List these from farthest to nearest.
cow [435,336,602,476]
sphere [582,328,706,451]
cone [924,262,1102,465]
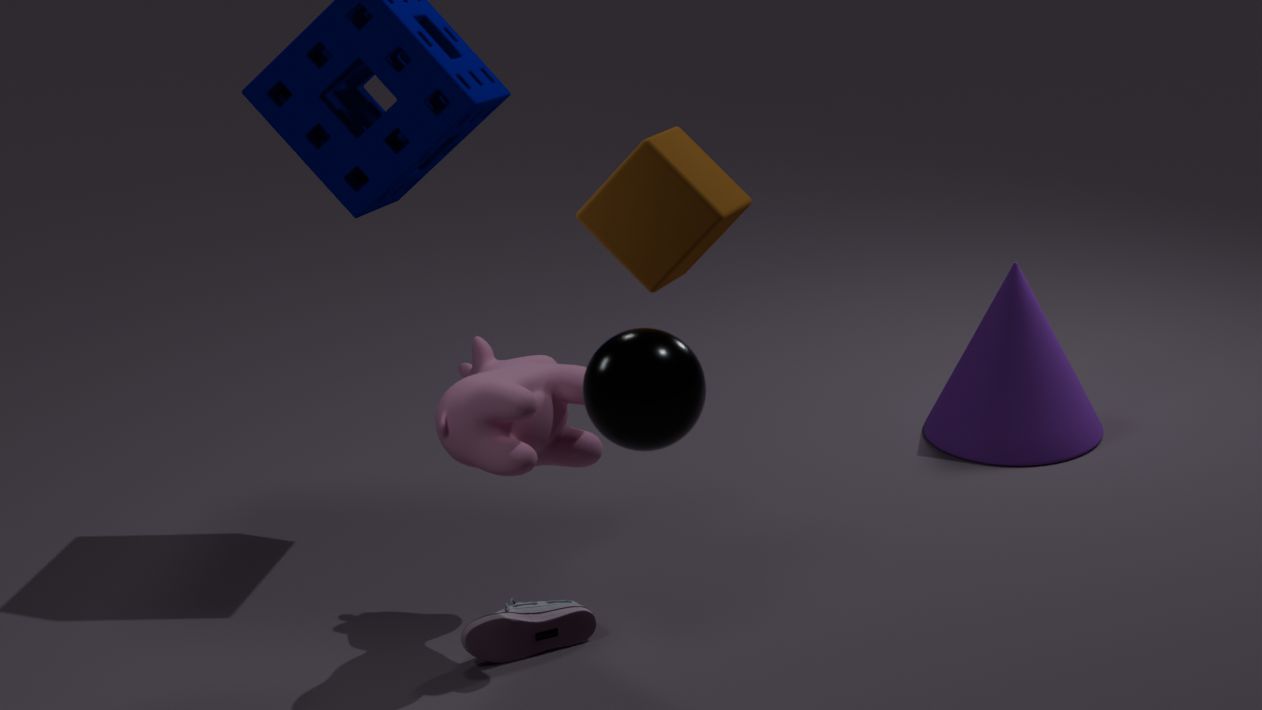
cone [924,262,1102,465], cow [435,336,602,476], sphere [582,328,706,451]
